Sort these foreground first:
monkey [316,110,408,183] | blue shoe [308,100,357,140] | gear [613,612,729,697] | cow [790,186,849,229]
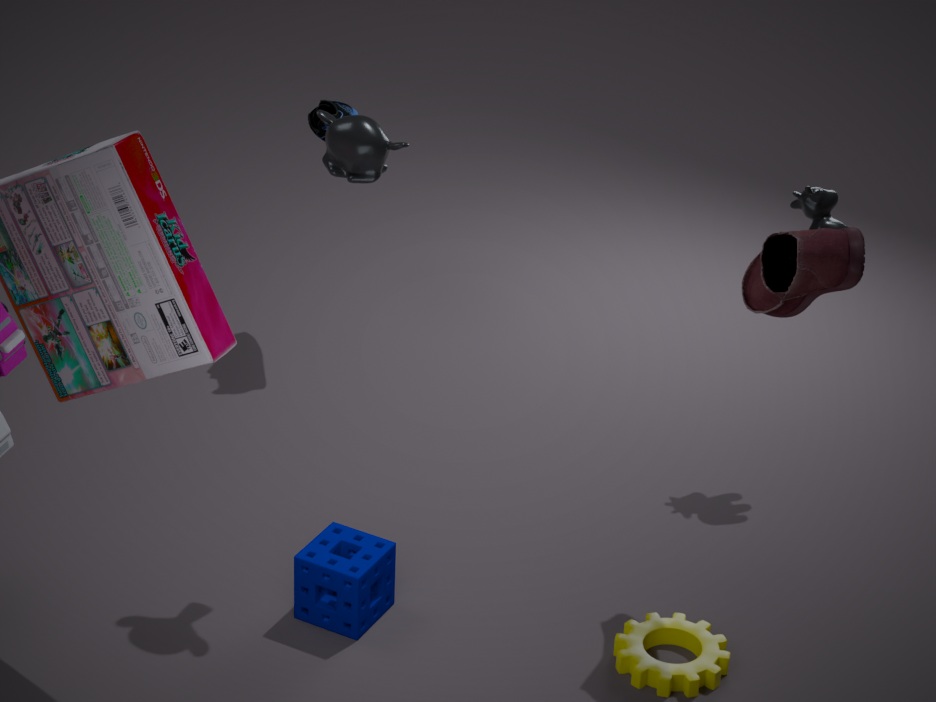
monkey [316,110,408,183] → gear [613,612,729,697] → cow [790,186,849,229] → blue shoe [308,100,357,140]
